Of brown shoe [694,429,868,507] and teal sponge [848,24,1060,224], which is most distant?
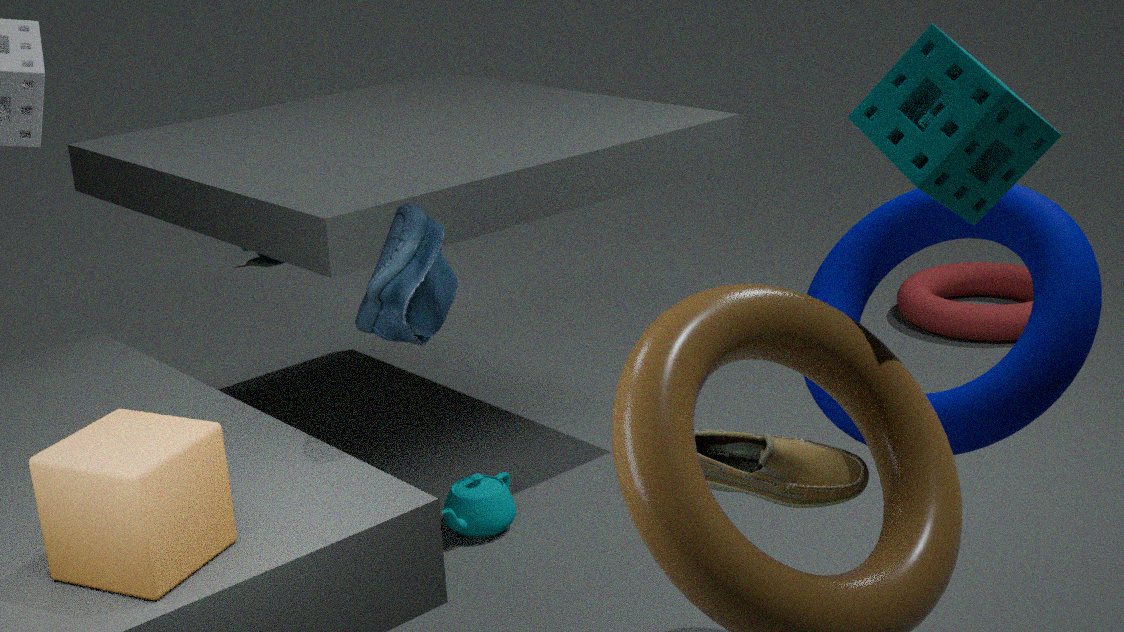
brown shoe [694,429,868,507]
